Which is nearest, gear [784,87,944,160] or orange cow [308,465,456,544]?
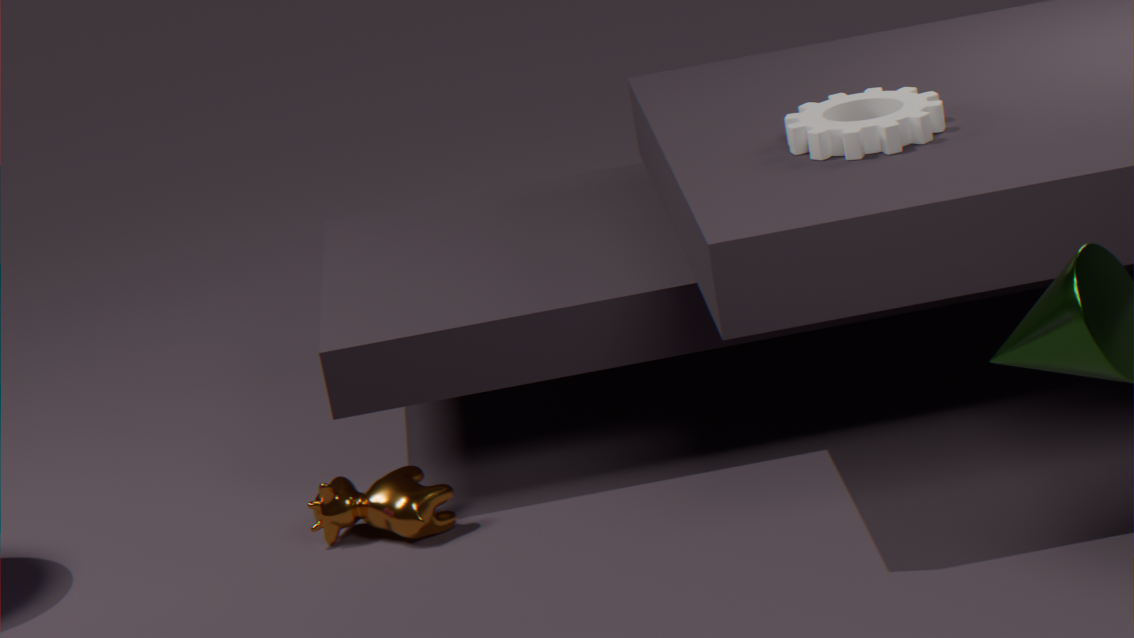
gear [784,87,944,160]
